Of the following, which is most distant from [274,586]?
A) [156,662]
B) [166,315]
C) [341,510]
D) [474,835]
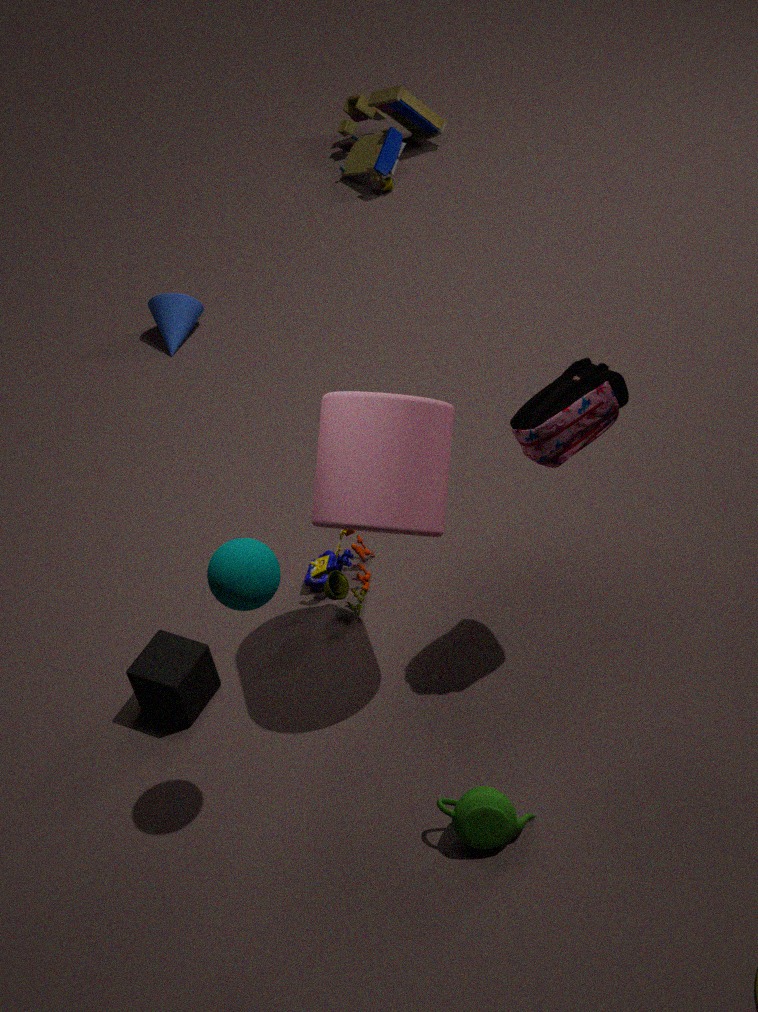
[166,315]
